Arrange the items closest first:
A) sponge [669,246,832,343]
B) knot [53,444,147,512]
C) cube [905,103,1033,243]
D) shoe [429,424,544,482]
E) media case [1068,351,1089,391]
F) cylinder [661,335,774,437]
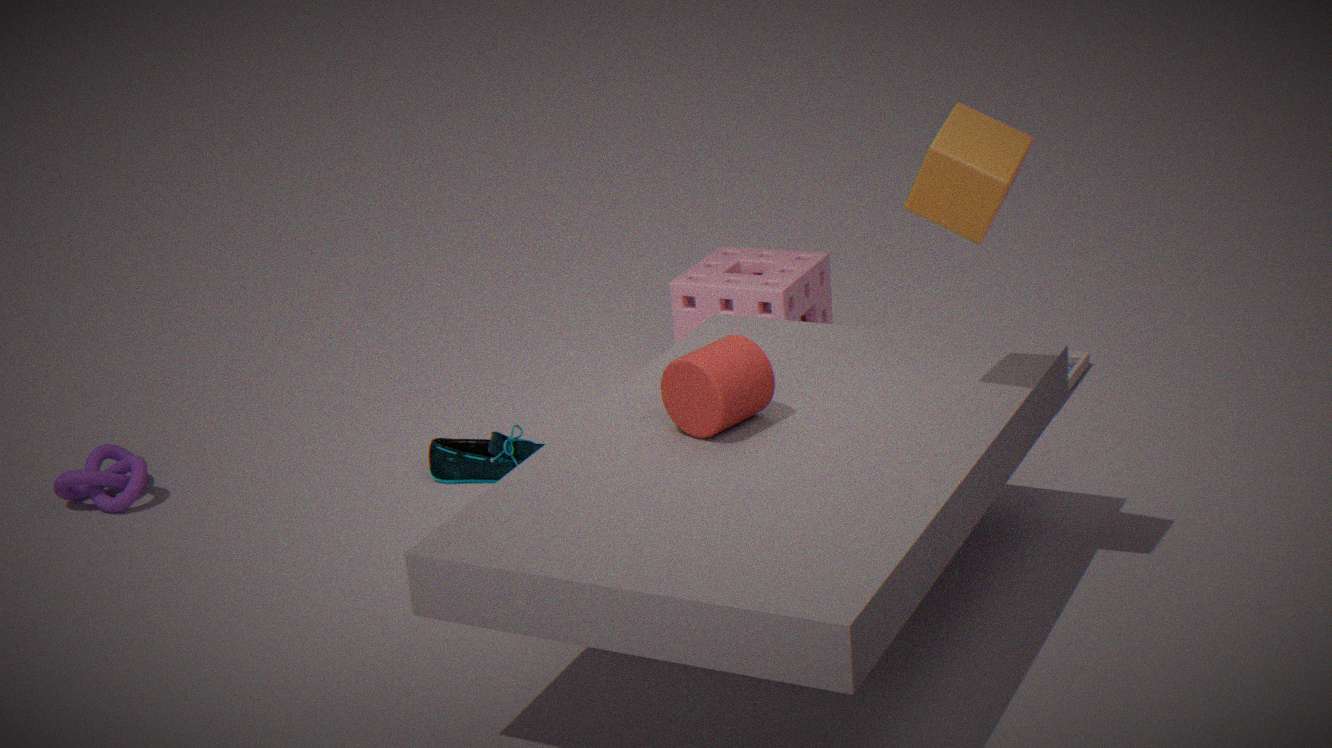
C. cube [905,103,1033,243]
F. cylinder [661,335,774,437]
D. shoe [429,424,544,482]
B. knot [53,444,147,512]
A. sponge [669,246,832,343]
E. media case [1068,351,1089,391]
